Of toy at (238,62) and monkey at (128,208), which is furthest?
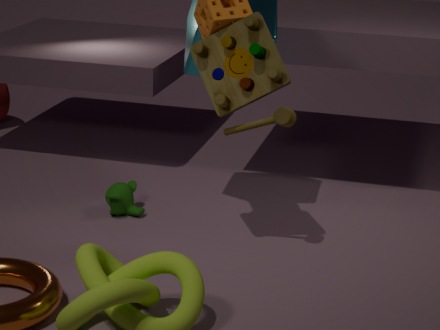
monkey at (128,208)
